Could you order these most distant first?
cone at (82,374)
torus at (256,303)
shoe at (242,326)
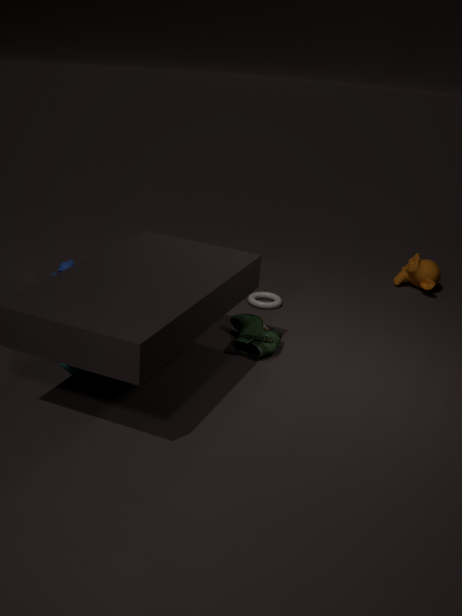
torus at (256,303)
shoe at (242,326)
cone at (82,374)
